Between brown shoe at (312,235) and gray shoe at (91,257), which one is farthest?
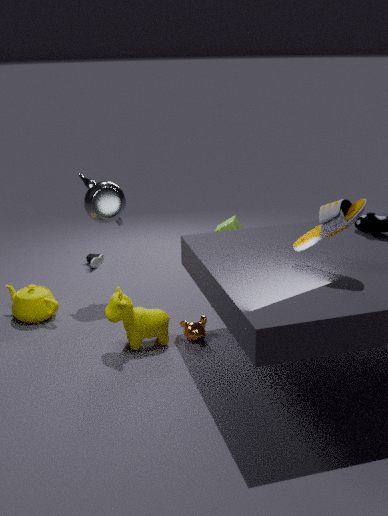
gray shoe at (91,257)
